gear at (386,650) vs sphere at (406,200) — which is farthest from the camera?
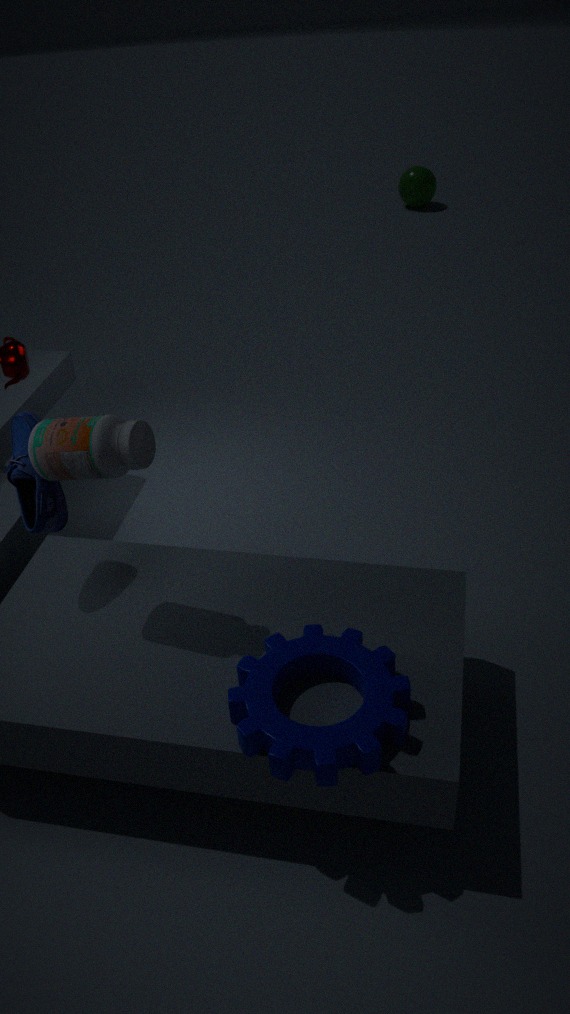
sphere at (406,200)
